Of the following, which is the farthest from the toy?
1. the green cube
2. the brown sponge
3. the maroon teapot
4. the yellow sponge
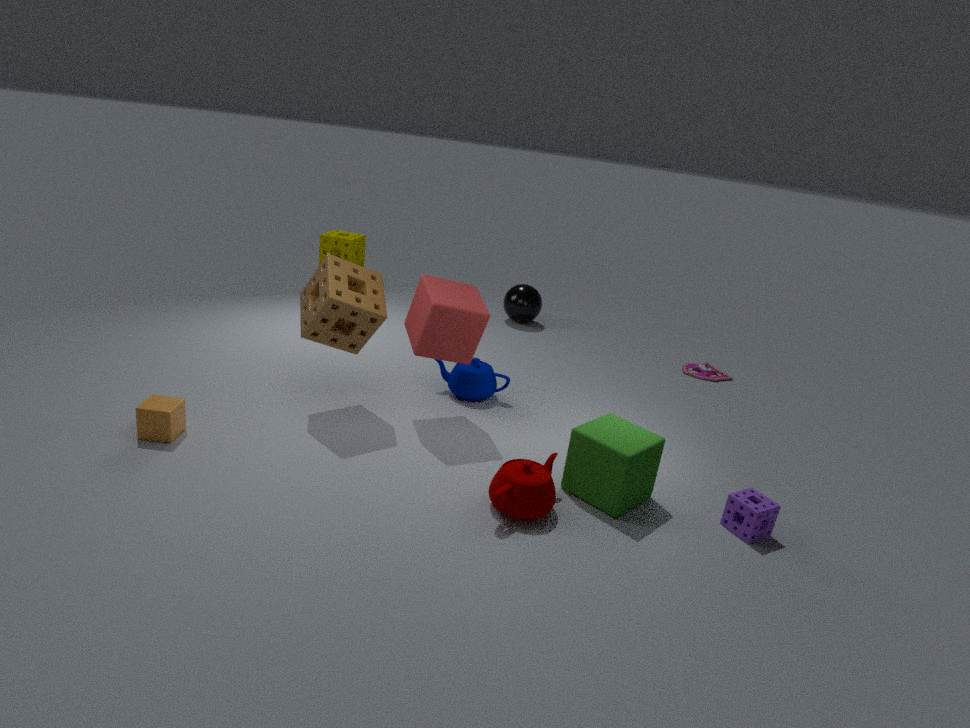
the yellow sponge
